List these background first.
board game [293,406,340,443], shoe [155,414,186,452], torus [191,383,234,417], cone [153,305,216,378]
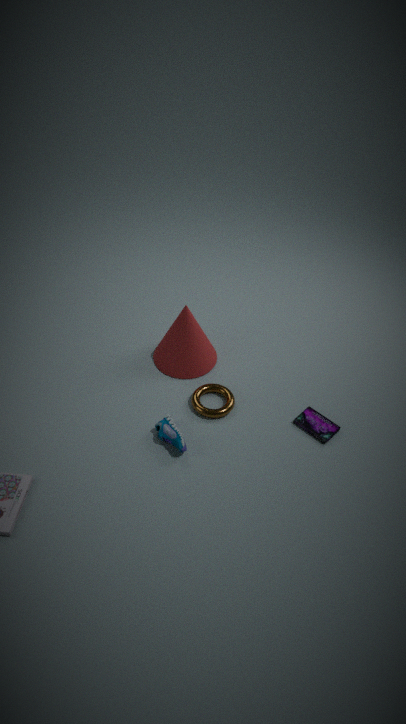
1. cone [153,305,216,378]
2. torus [191,383,234,417]
3. board game [293,406,340,443]
4. shoe [155,414,186,452]
